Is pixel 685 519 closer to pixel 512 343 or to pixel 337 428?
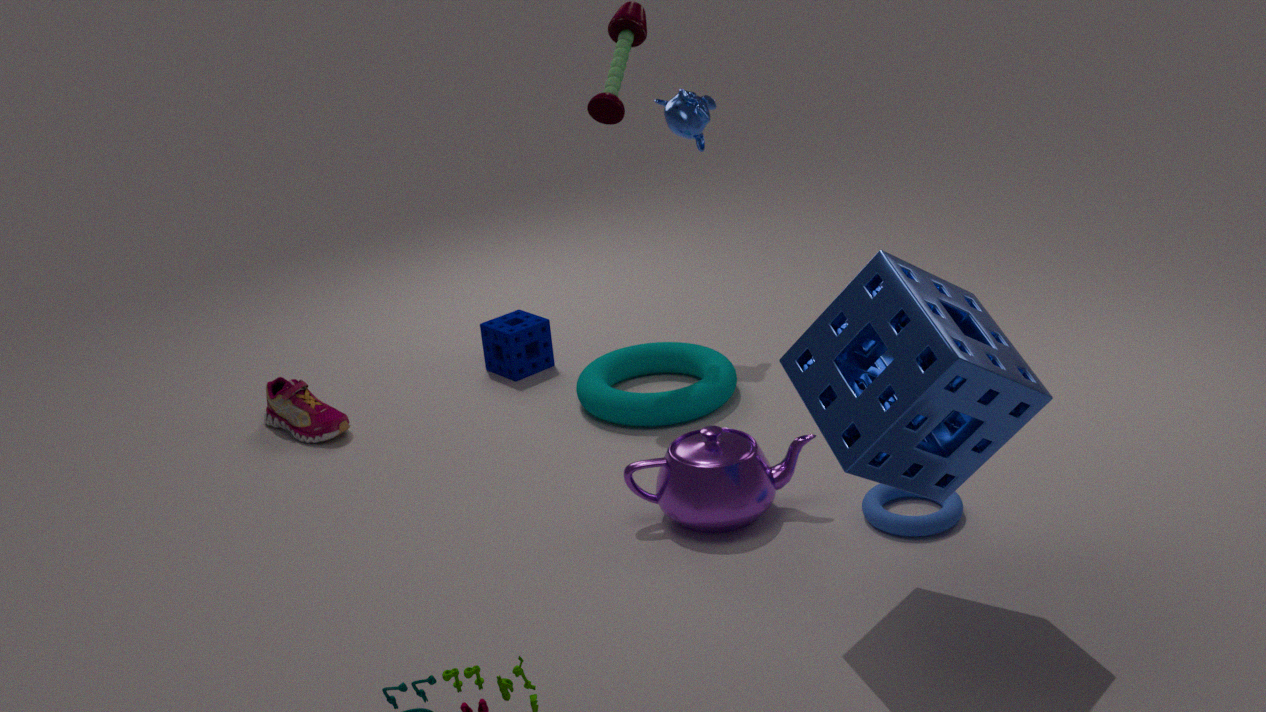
pixel 512 343
